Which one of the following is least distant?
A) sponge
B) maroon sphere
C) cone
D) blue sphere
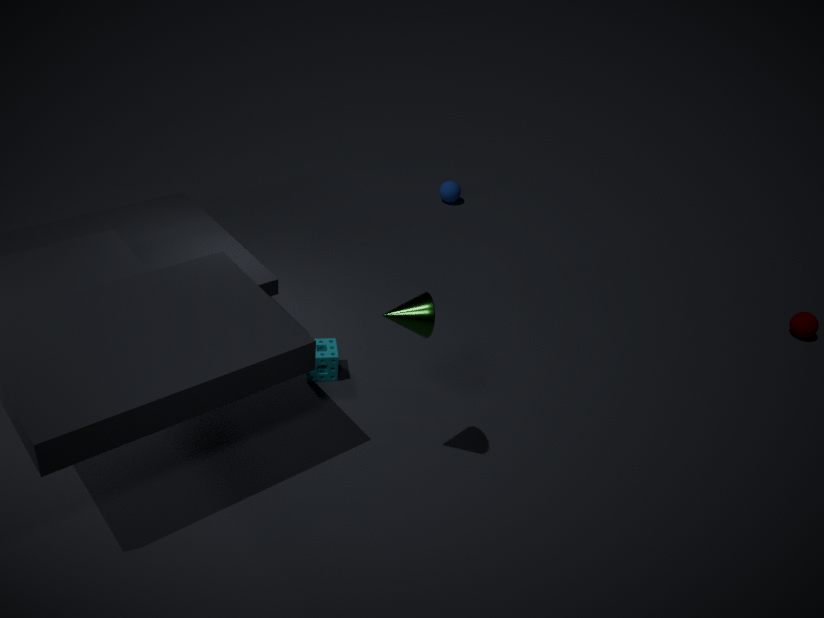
cone
